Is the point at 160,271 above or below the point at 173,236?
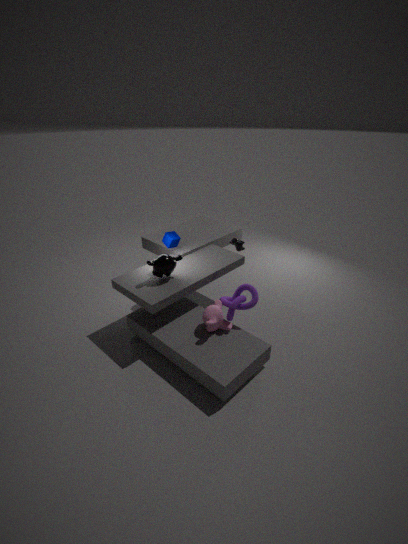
below
